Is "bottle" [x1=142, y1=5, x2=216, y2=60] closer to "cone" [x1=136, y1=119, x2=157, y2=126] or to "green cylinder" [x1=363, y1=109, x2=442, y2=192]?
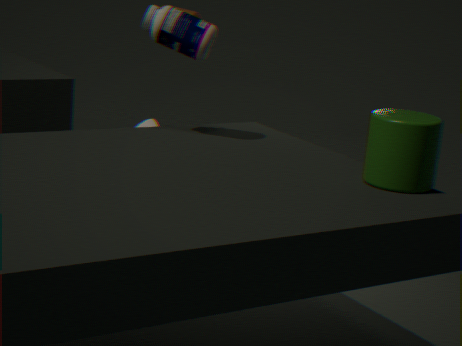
"green cylinder" [x1=363, y1=109, x2=442, y2=192]
